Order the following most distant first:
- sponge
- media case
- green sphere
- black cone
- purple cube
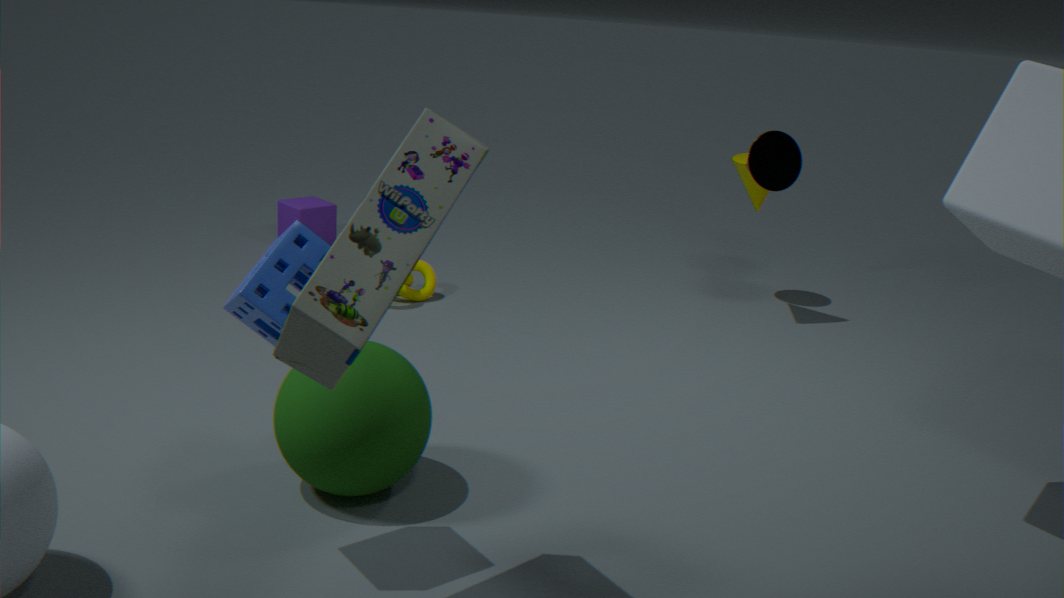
purple cube < black cone < green sphere < sponge < media case
